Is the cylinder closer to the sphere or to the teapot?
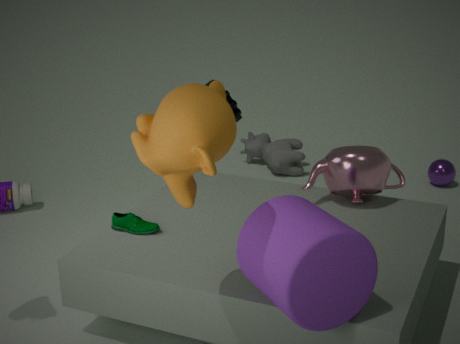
the teapot
